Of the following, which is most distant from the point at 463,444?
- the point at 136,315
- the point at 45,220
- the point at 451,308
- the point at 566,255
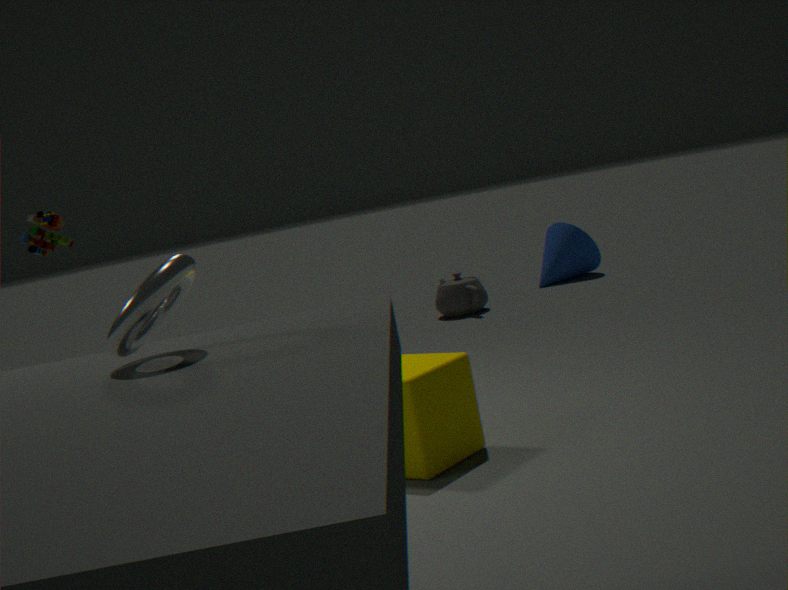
the point at 566,255
